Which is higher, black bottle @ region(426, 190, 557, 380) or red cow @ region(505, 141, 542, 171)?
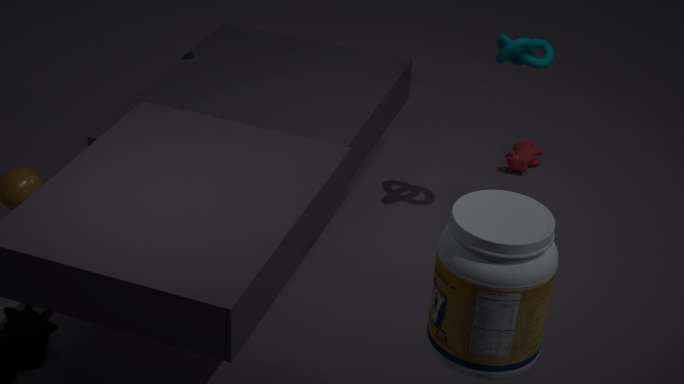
black bottle @ region(426, 190, 557, 380)
